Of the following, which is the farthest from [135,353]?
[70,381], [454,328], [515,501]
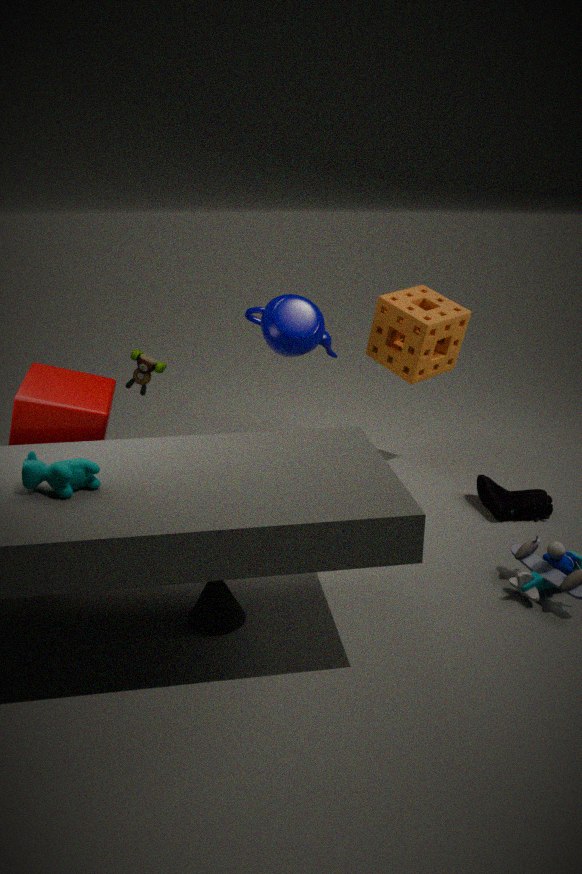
[515,501]
